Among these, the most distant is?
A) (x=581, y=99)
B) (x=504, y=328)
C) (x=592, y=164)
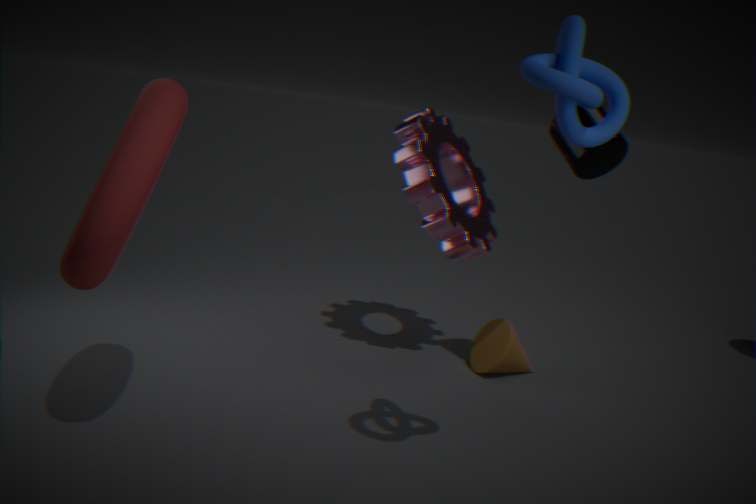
(x=504, y=328)
